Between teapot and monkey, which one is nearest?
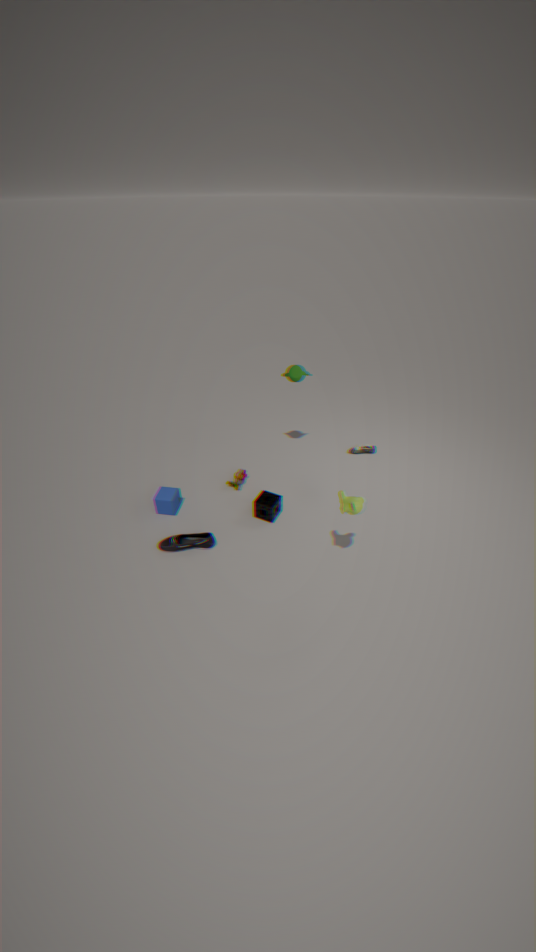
monkey
